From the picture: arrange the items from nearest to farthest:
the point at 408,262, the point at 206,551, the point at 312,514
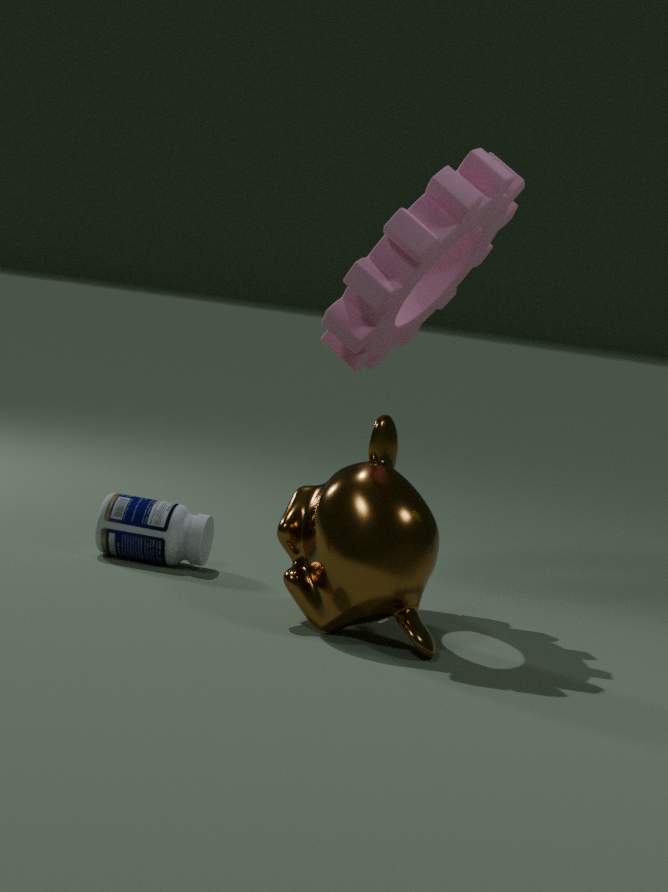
1. the point at 312,514
2. the point at 408,262
3. the point at 206,551
